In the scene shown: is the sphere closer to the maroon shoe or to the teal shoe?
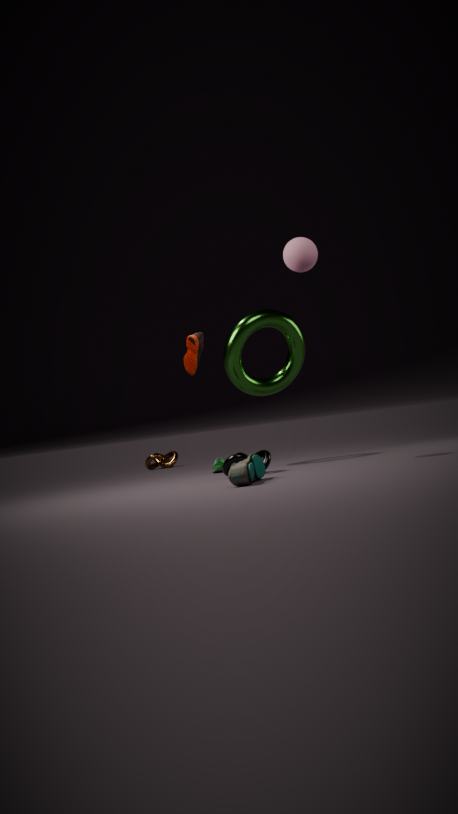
the maroon shoe
